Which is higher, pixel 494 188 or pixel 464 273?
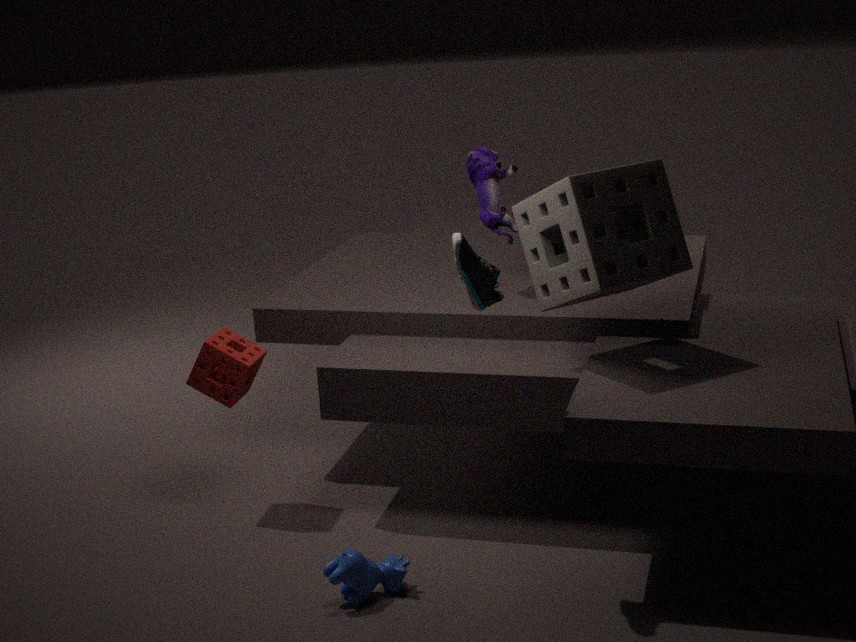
pixel 494 188
